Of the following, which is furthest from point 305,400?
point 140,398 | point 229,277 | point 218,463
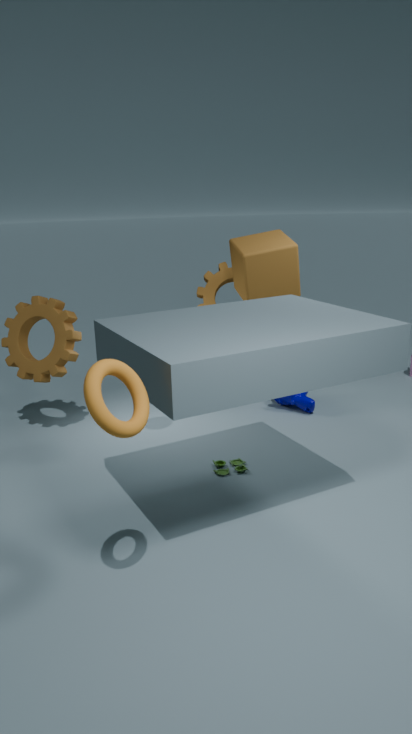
point 140,398
